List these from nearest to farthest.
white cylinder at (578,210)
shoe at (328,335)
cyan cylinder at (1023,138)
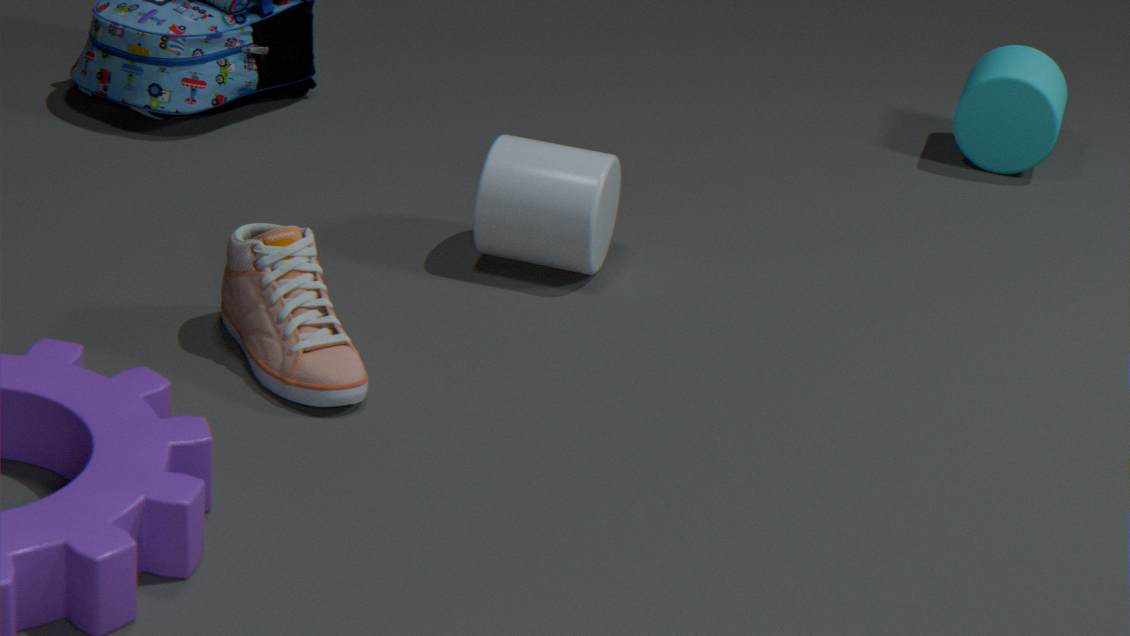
shoe at (328,335) < white cylinder at (578,210) < cyan cylinder at (1023,138)
